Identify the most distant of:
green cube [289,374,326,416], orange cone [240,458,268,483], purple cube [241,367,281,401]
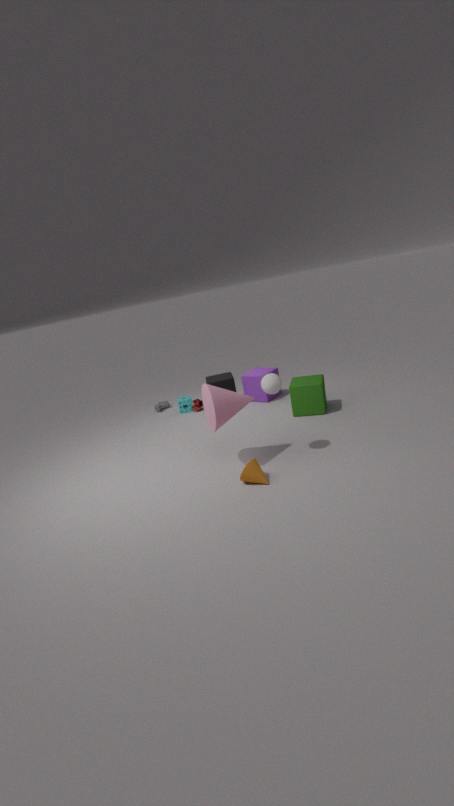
purple cube [241,367,281,401]
